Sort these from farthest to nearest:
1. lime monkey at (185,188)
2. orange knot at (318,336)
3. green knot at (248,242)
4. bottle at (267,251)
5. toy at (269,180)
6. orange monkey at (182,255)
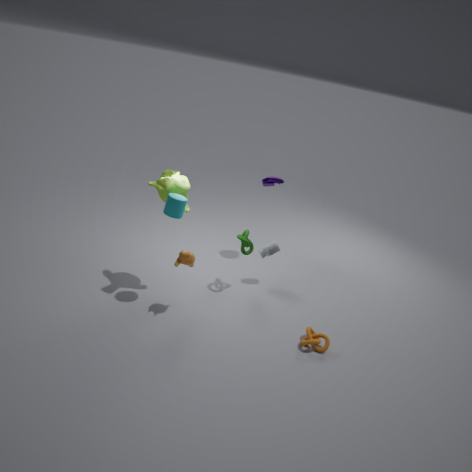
toy at (269,180) < bottle at (267,251) < green knot at (248,242) < lime monkey at (185,188) < orange knot at (318,336) < orange monkey at (182,255)
